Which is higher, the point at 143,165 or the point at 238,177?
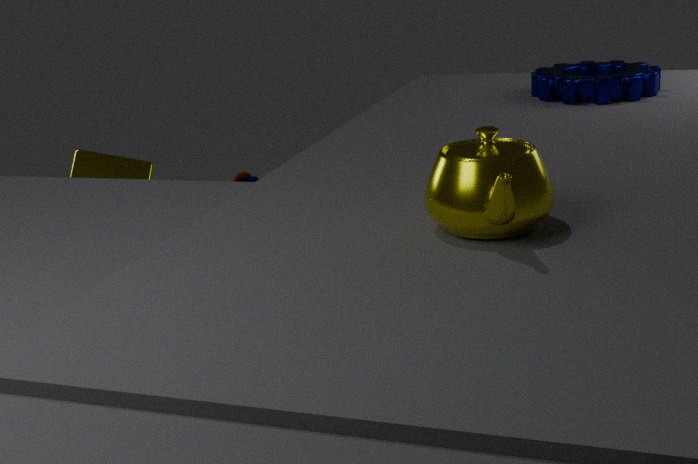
the point at 143,165
